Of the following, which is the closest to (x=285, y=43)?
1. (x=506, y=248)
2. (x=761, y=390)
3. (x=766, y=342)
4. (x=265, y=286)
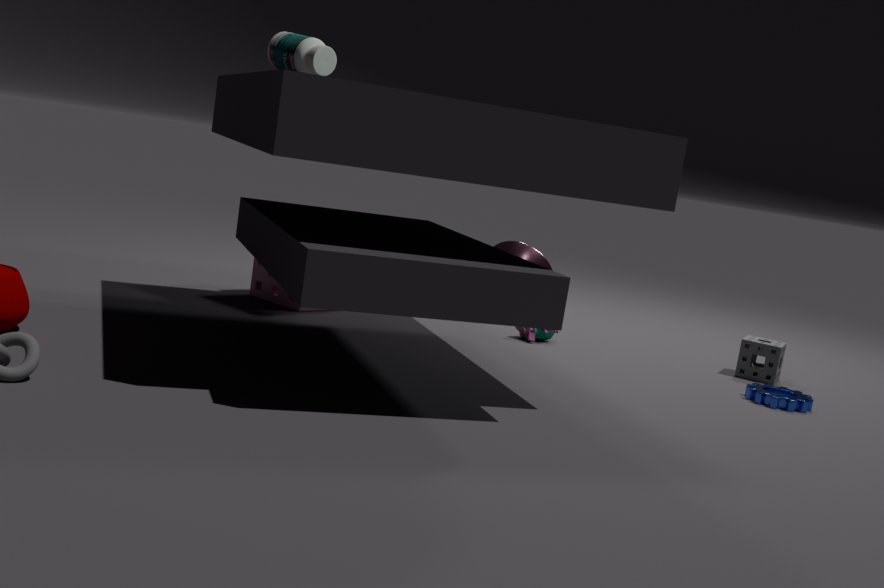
(x=265, y=286)
